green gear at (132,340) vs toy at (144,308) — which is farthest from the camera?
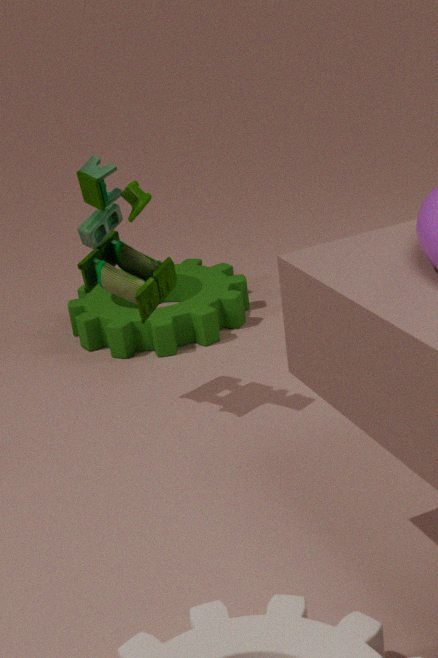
green gear at (132,340)
